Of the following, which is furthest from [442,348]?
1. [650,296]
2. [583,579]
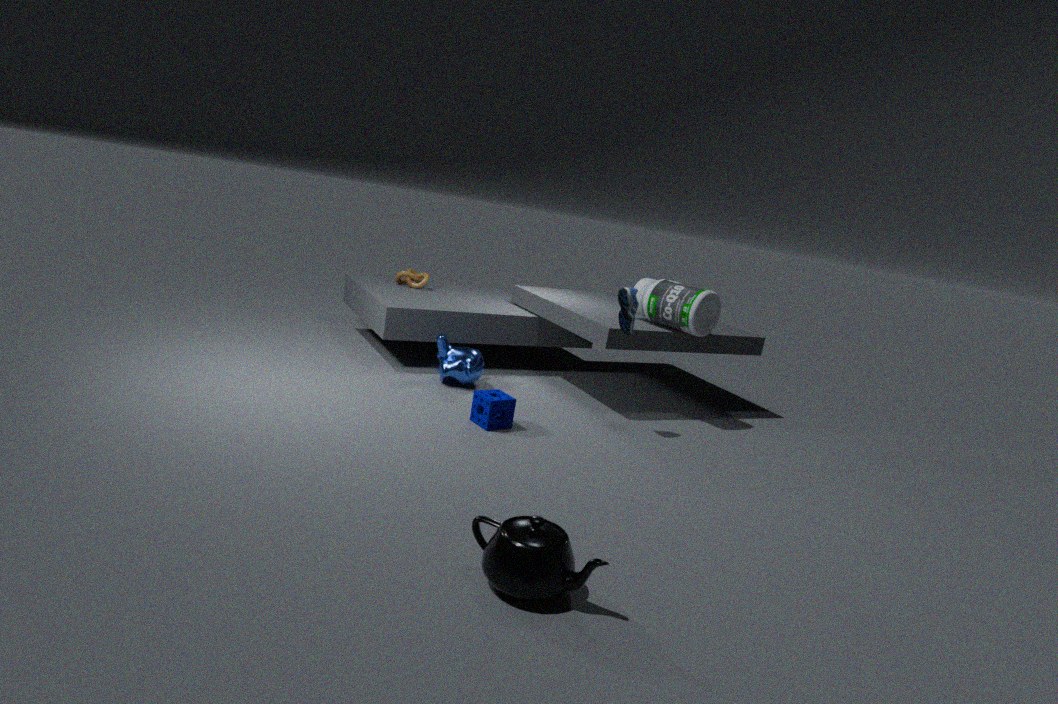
[583,579]
